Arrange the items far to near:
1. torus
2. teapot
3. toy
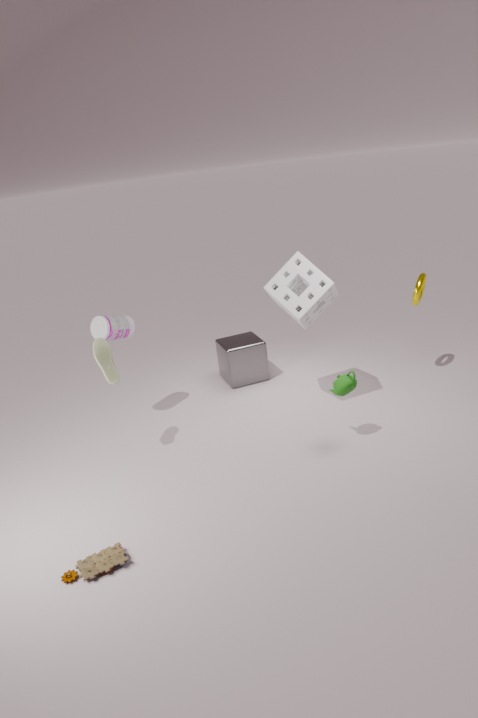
1. torus
2. teapot
3. toy
